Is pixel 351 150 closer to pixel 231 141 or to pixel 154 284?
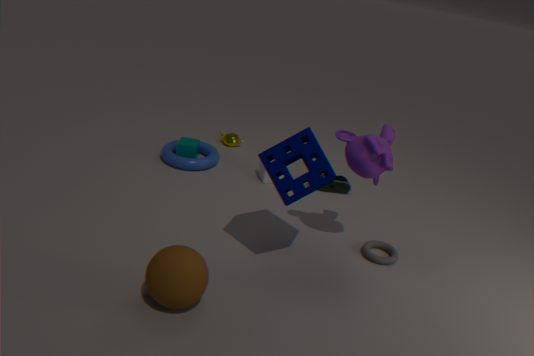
pixel 154 284
